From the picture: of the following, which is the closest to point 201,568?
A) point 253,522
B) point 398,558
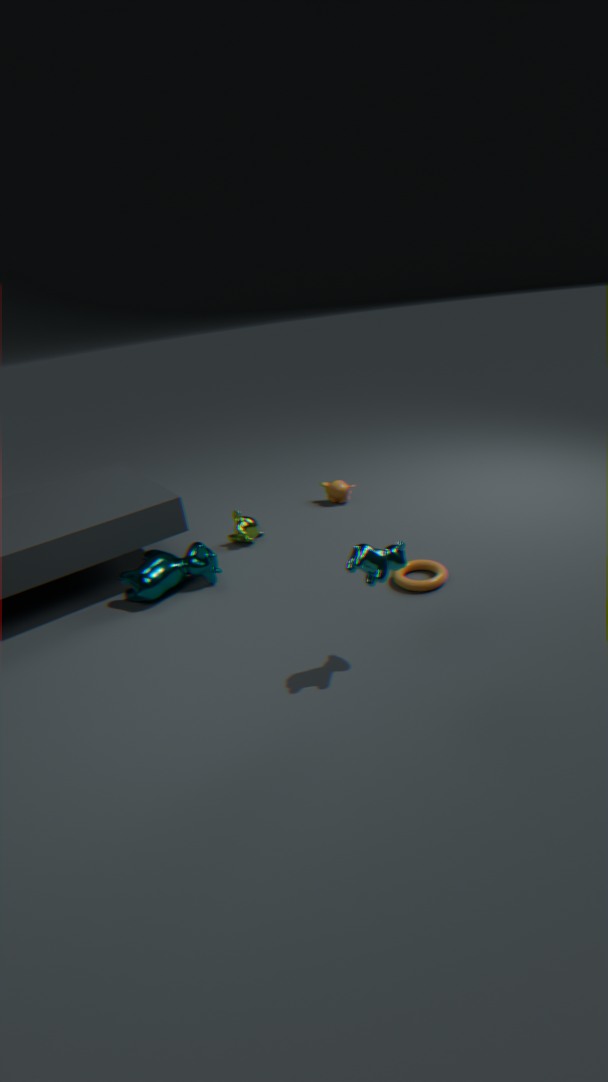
point 253,522
